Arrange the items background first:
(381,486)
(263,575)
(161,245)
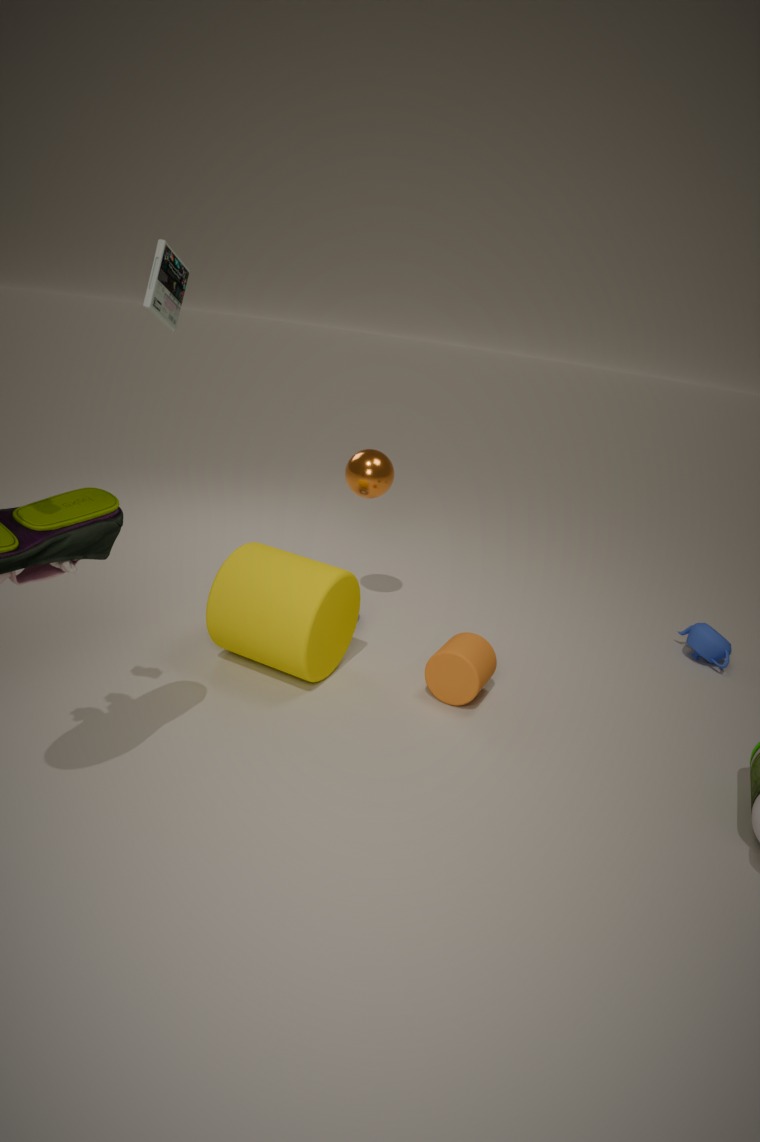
(381,486) → (263,575) → (161,245)
